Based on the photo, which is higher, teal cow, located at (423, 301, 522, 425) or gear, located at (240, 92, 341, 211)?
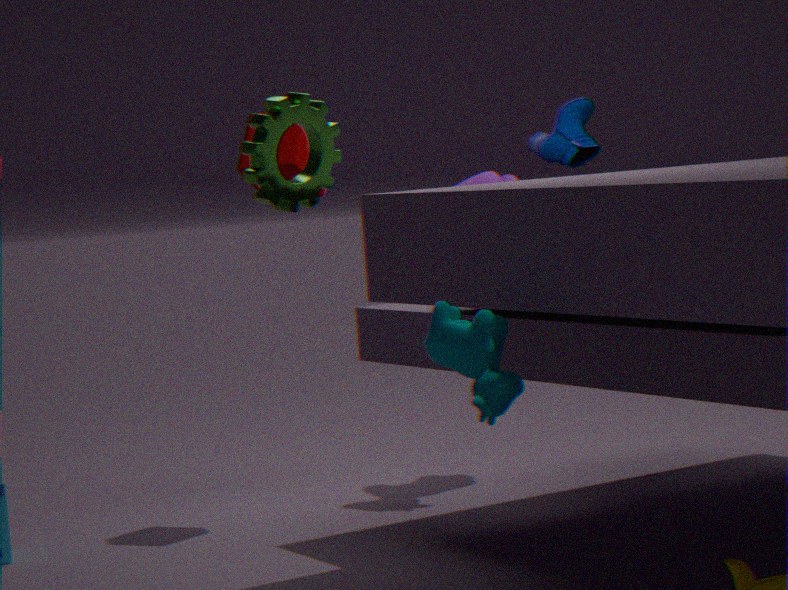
gear, located at (240, 92, 341, 211)
